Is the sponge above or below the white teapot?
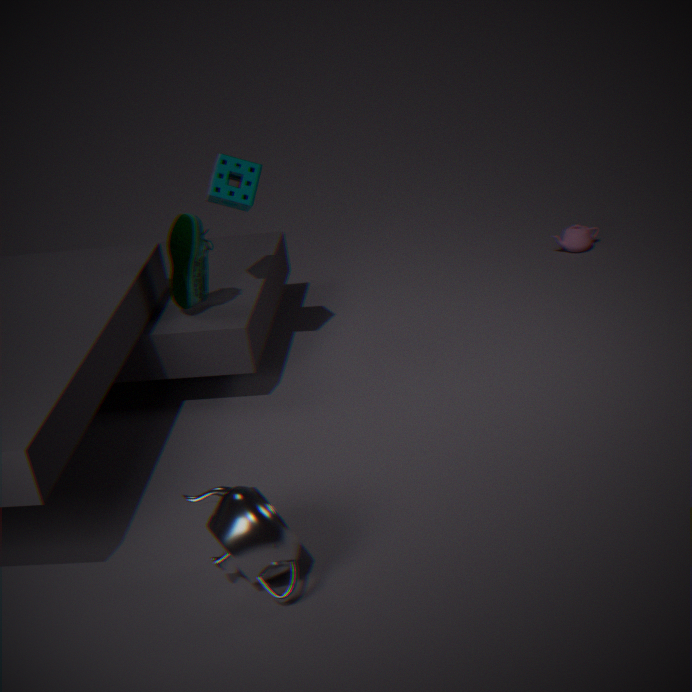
above
